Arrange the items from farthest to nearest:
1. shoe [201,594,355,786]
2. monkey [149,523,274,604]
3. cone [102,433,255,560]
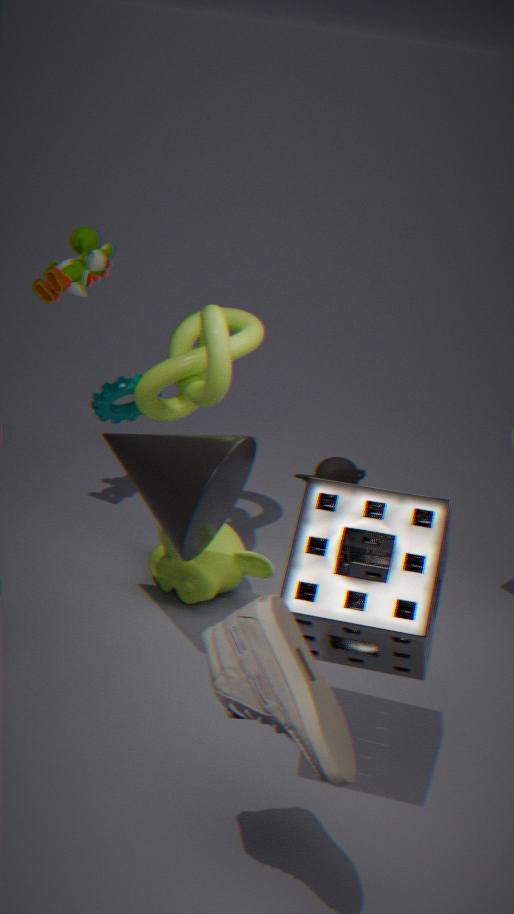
monkey [149,523,274,604] < cone [102,433,255,560] < shoe [201,594,355,786]
